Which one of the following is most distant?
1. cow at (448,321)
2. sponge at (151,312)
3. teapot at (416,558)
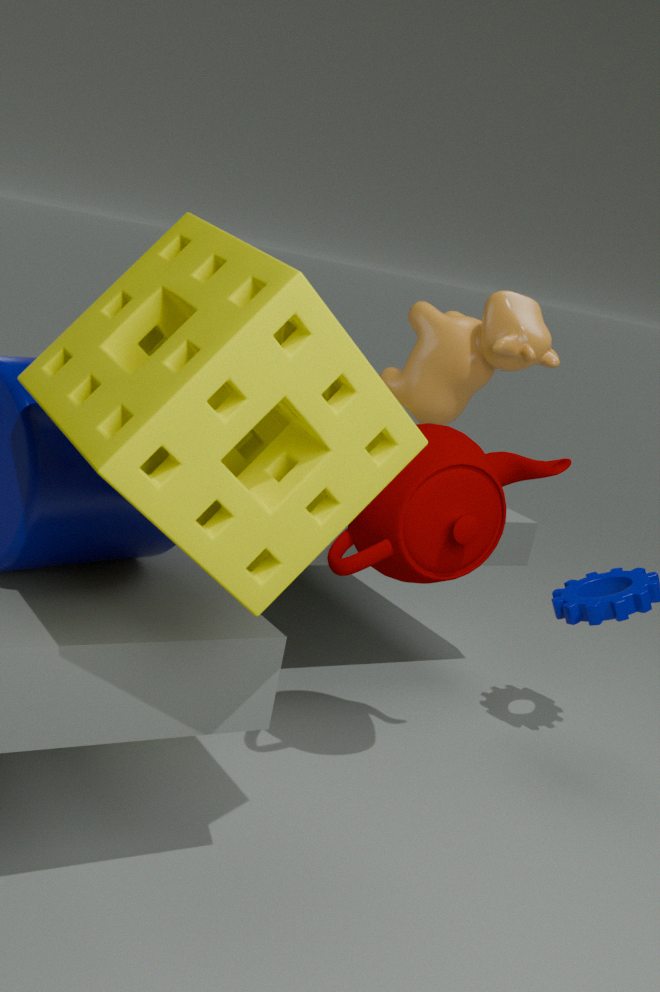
cow at (448,321)
